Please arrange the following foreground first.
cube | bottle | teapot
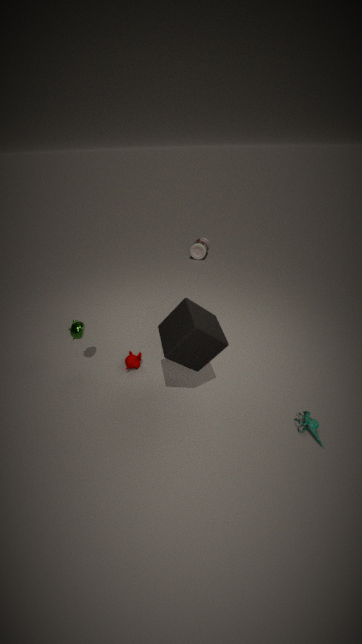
cube → teapot → bottle
